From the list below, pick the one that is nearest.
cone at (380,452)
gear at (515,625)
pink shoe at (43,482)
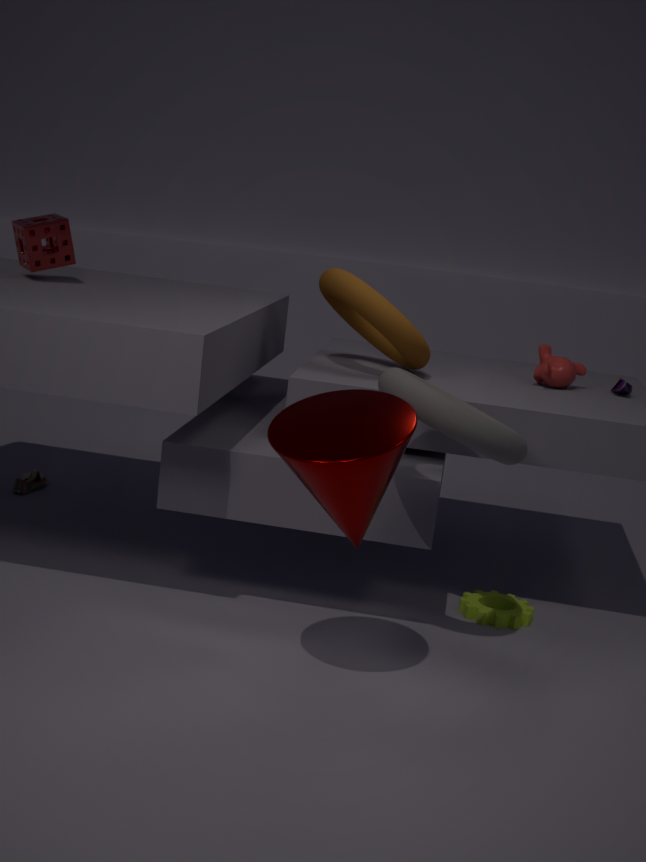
cone at (380,452)
